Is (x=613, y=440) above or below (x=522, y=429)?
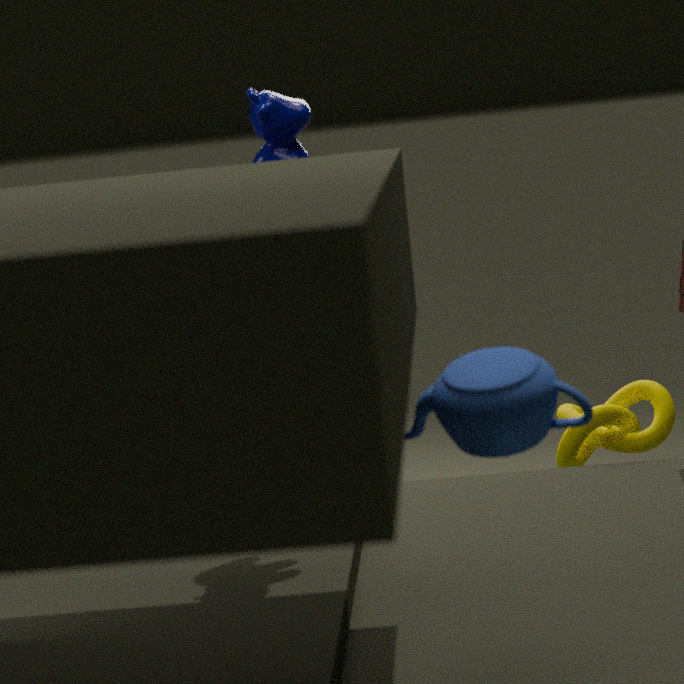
below
